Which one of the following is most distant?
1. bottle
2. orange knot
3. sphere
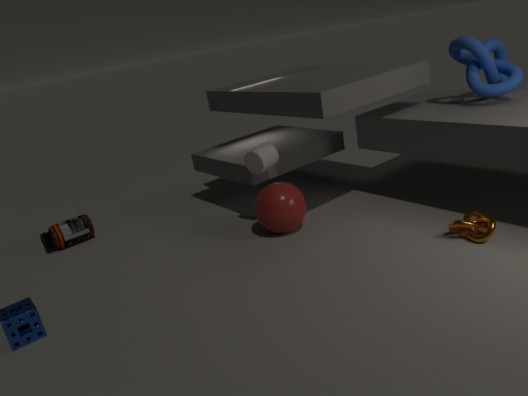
bottle
